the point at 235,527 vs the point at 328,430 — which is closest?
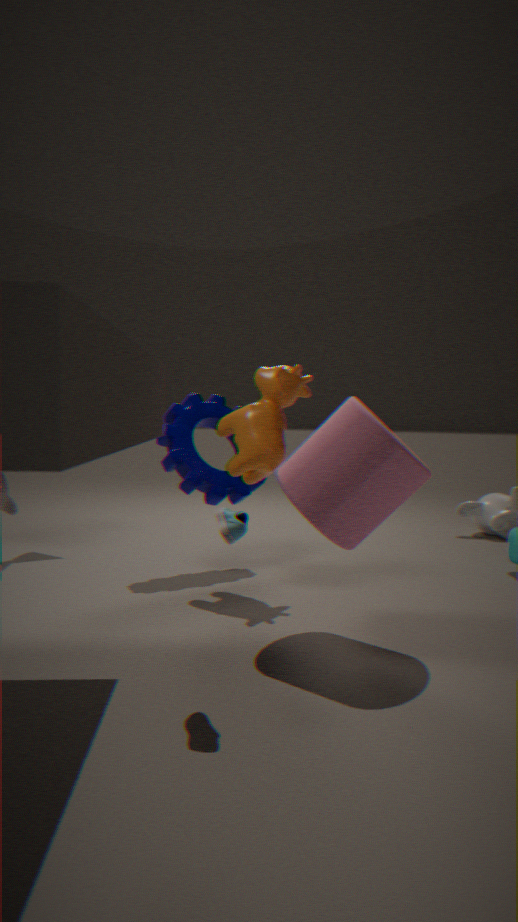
Result: the point at 235,527
